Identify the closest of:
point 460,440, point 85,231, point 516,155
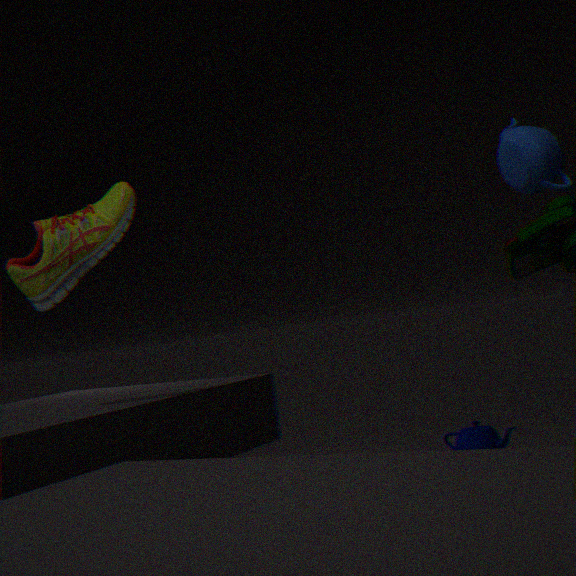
point 516,155
